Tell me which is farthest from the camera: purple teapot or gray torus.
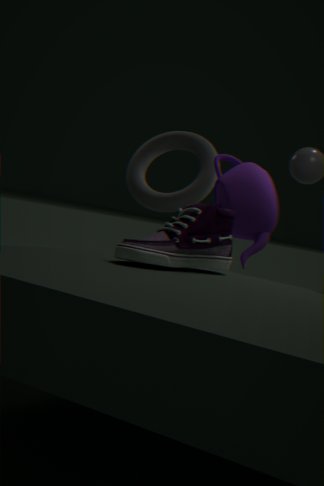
gray torus
